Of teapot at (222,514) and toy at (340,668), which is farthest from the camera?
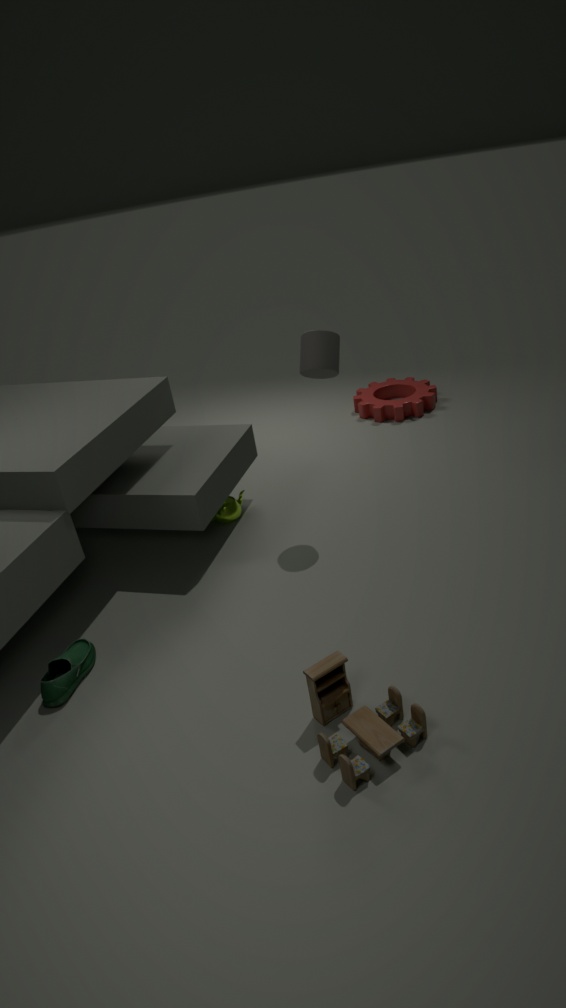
teapot at (222,514)
